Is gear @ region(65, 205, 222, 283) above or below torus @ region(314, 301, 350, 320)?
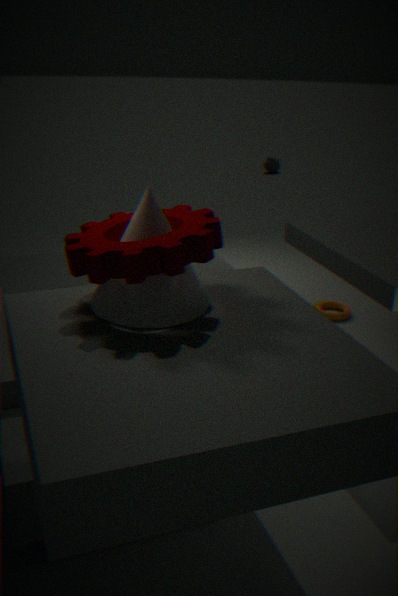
above
